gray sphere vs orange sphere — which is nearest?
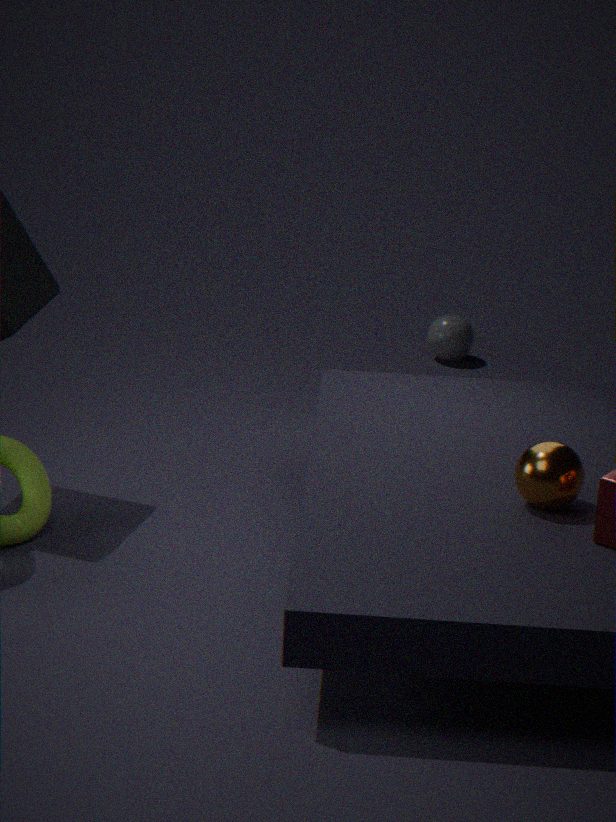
orange sphere
